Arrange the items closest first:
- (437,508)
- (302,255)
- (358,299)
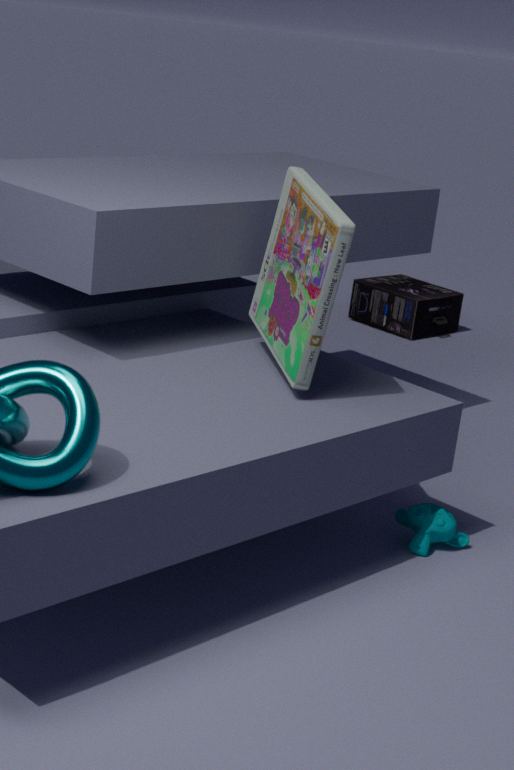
(302,255) → (437,508) → (358,299)
